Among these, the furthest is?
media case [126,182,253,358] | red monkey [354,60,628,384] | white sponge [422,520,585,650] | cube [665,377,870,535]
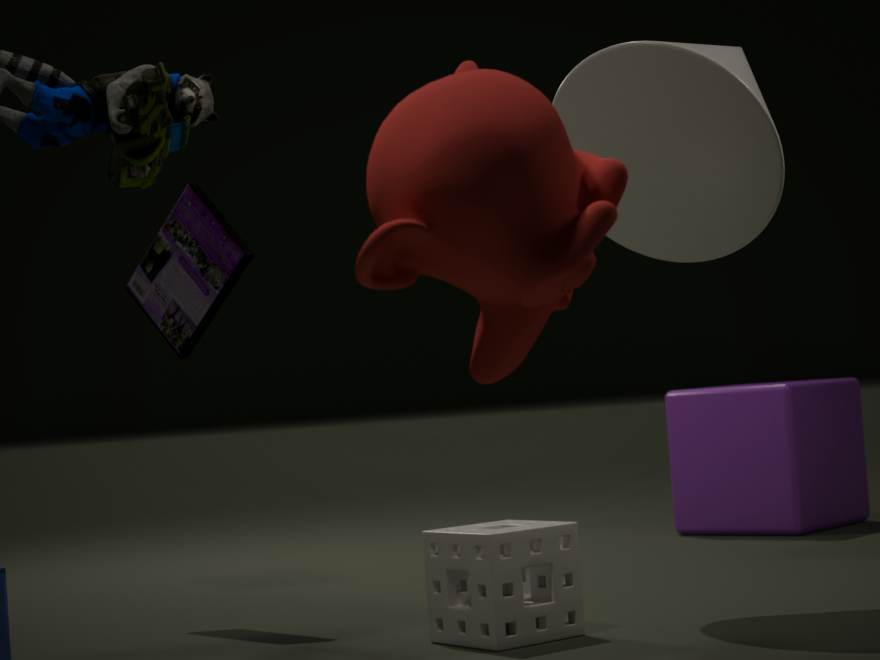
cube [665,377,870,535]
